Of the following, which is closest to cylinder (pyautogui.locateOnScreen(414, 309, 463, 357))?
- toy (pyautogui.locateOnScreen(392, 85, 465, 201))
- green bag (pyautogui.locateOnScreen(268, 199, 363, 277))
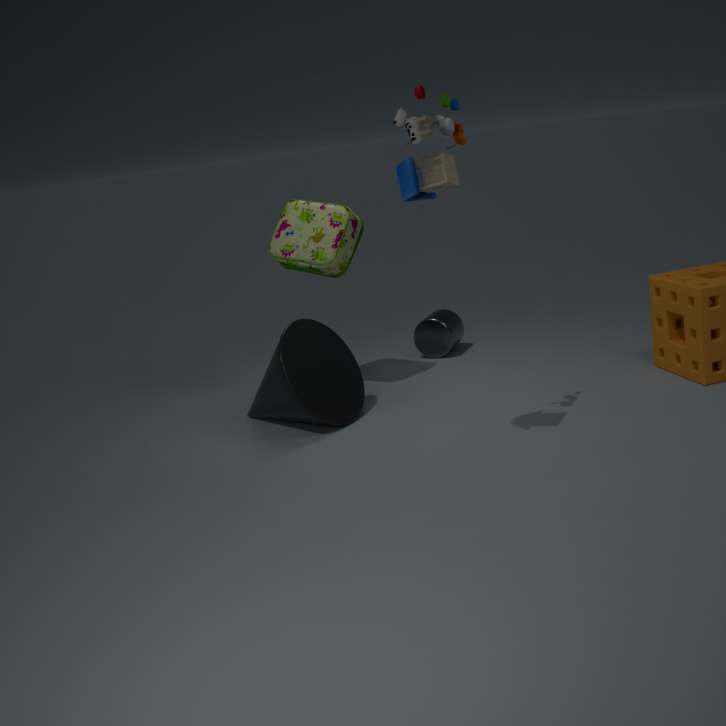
green bag (pyautogui.locateOnScreen(268, 199, 363, 277))
